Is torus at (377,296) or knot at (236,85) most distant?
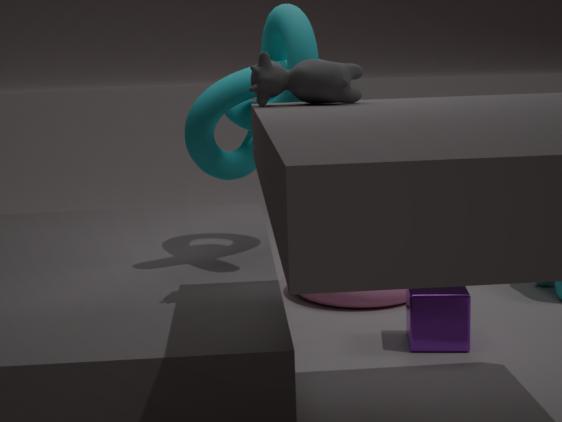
torus at (377,296)
